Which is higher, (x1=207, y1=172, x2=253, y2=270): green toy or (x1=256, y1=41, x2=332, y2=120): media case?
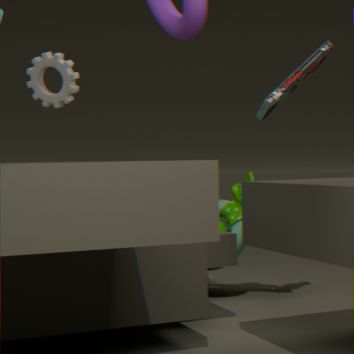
(x1=256, y1=41, x2=332, y2=120): media case
